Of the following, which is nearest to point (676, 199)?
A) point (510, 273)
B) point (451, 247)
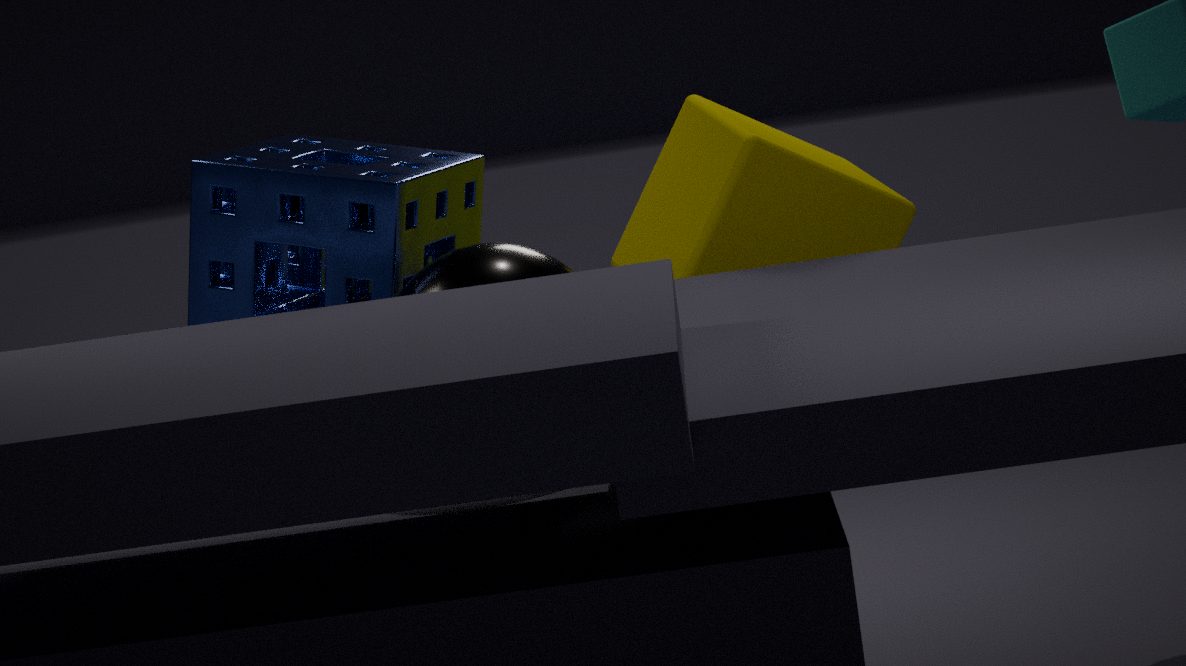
point (451, 247)
